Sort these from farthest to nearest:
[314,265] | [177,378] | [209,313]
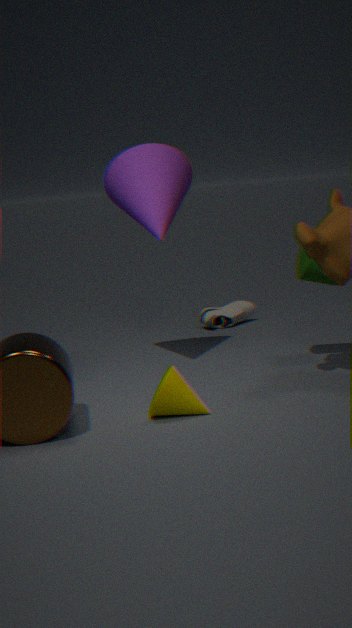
1. [209,313]
2. [314,265]
3. [177,378]
